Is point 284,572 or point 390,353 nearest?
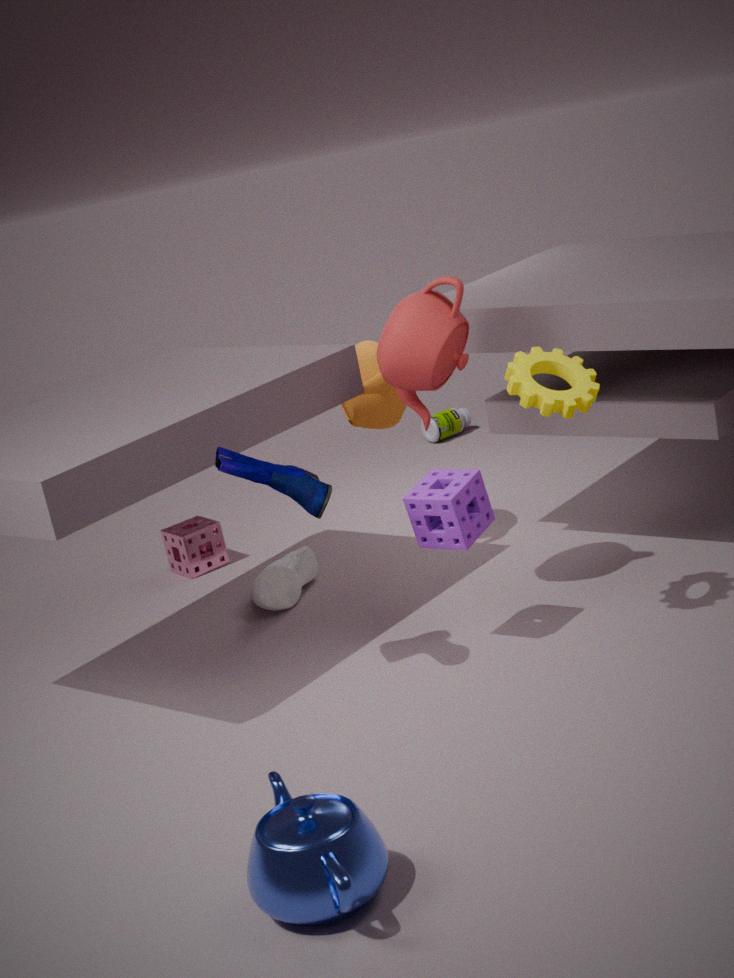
point 390,353
